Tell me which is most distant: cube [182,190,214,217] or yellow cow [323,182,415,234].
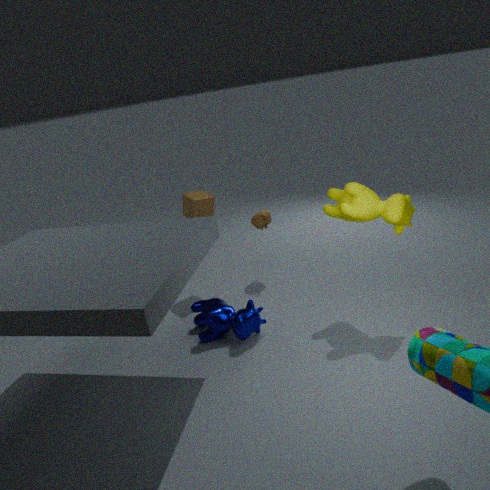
cube [182,190,214,217]
